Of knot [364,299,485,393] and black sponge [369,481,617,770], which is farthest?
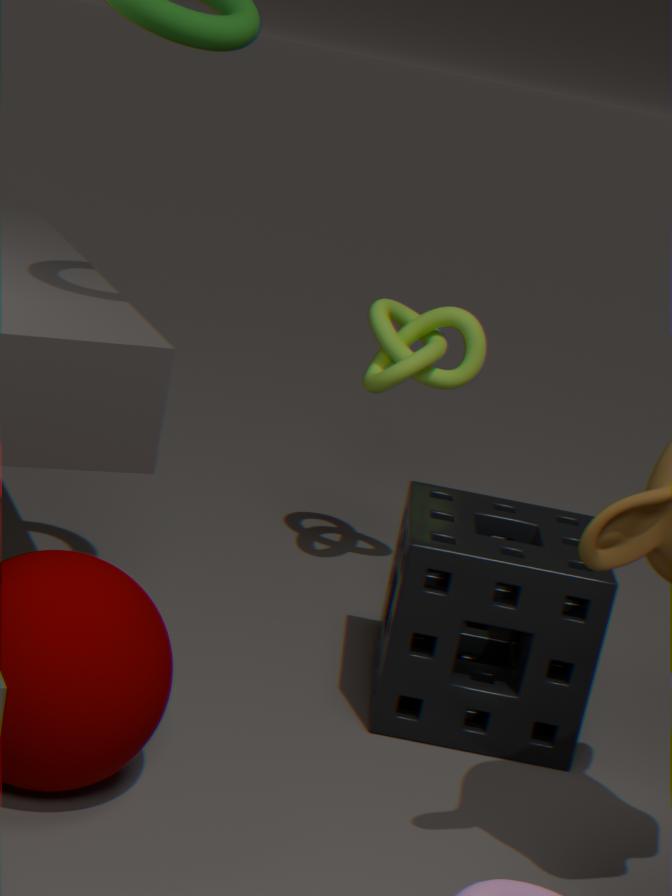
knot [364,299,485,393]
